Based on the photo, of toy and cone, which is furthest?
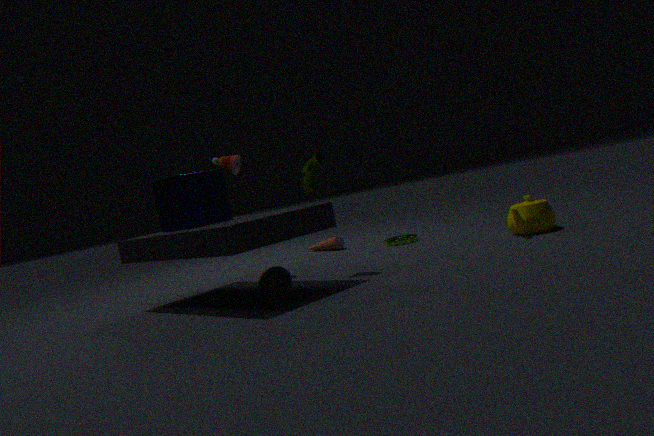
toy
